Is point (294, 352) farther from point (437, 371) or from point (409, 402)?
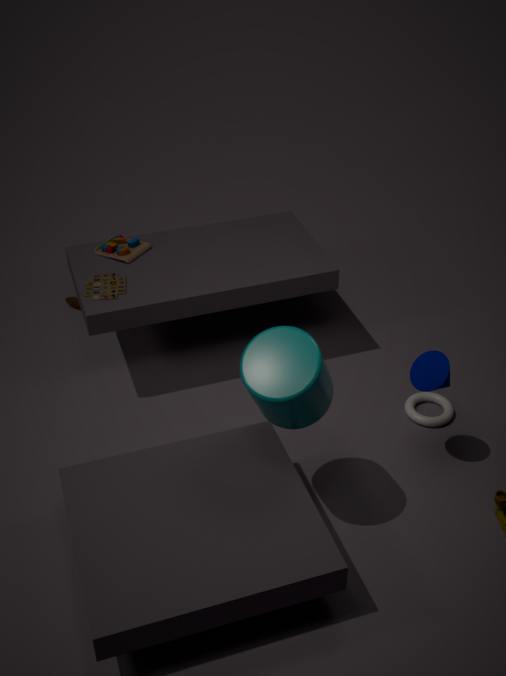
point (409, 402)
